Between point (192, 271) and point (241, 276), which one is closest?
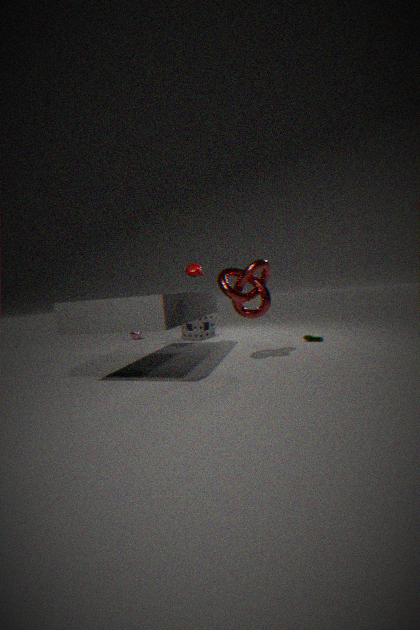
point (241, 276)
